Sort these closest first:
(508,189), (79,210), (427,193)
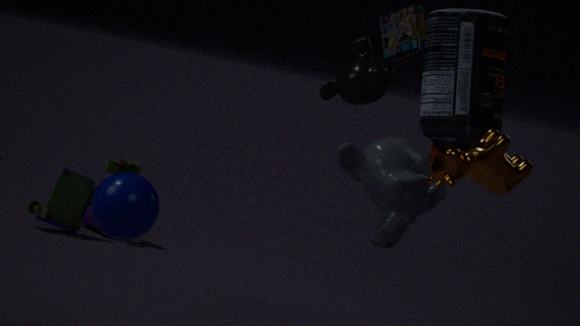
(508,189)
(427,193)
(79,210)
